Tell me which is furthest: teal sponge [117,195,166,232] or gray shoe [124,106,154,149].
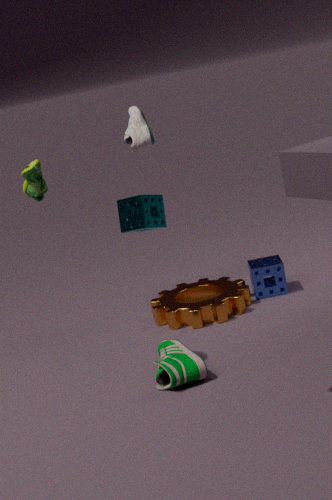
teal sponge [117,195,166,232]
